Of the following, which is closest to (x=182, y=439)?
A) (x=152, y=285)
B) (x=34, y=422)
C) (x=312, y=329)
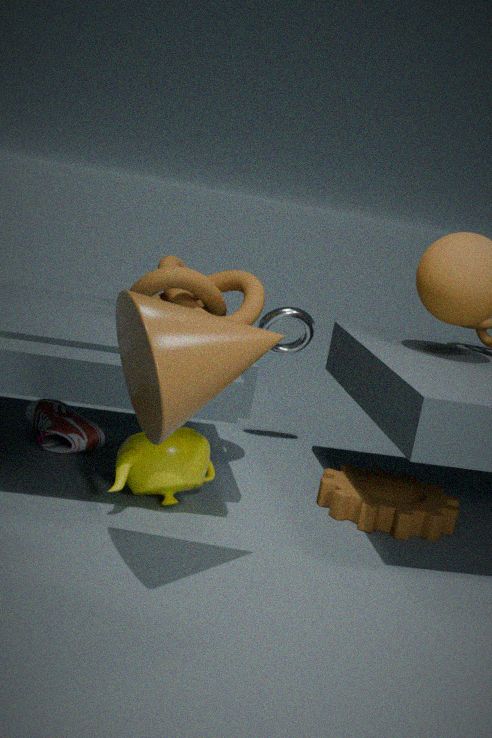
(x=34, y=422)
